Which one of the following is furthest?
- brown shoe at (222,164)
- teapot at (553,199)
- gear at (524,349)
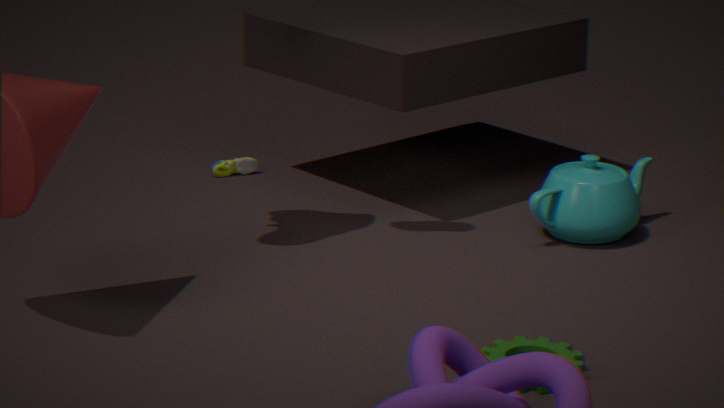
brown shoe at (222,164)
